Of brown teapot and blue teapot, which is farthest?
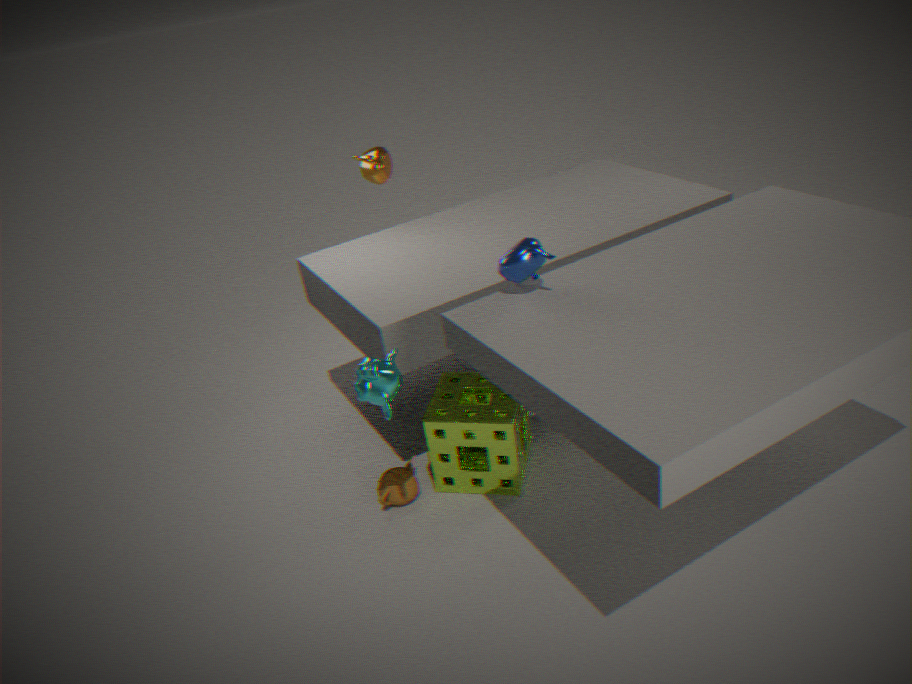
brown teapot
